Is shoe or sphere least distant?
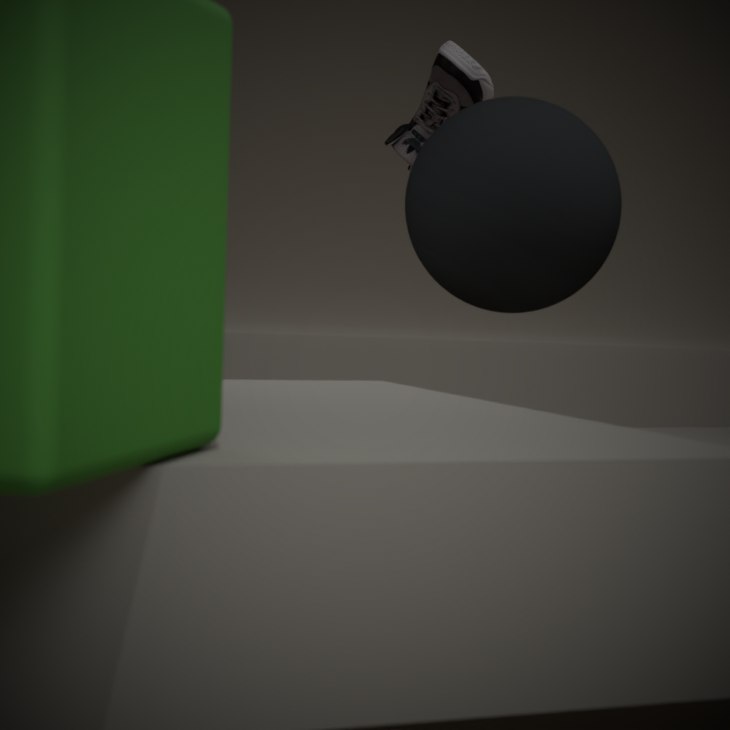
sphere
